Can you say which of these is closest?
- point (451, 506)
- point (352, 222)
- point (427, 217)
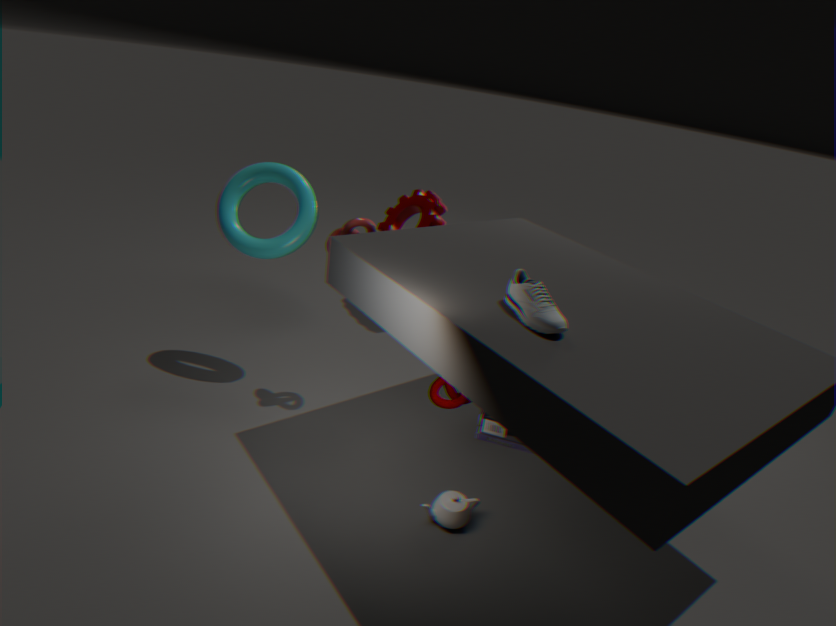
point (451, 506)
